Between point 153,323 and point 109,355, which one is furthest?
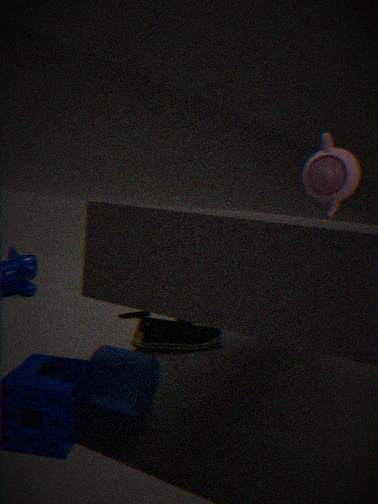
point 153,323
